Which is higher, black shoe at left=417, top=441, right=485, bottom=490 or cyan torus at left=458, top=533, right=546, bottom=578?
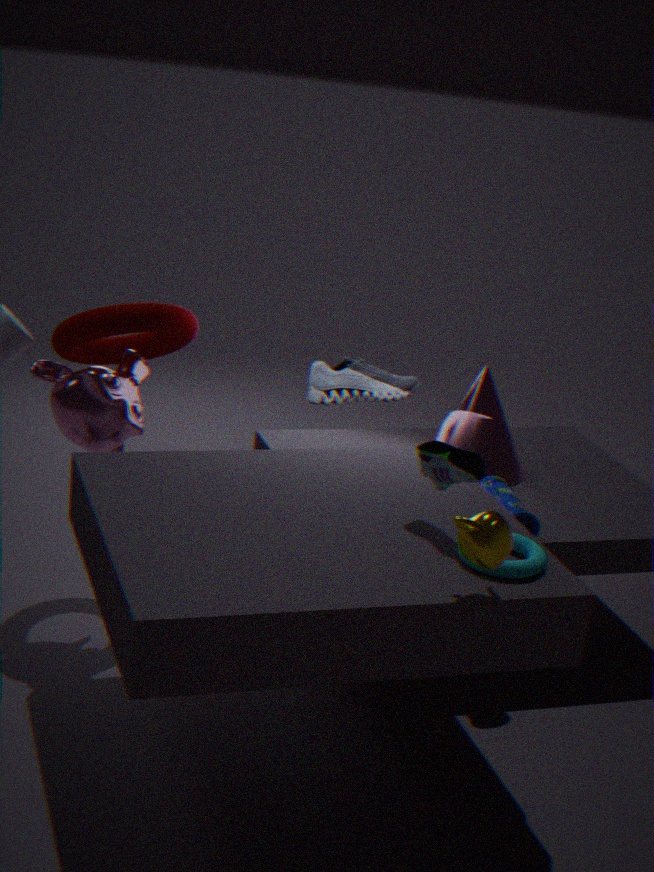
black shoe at left=417, top=441, right=485, bottom=490
